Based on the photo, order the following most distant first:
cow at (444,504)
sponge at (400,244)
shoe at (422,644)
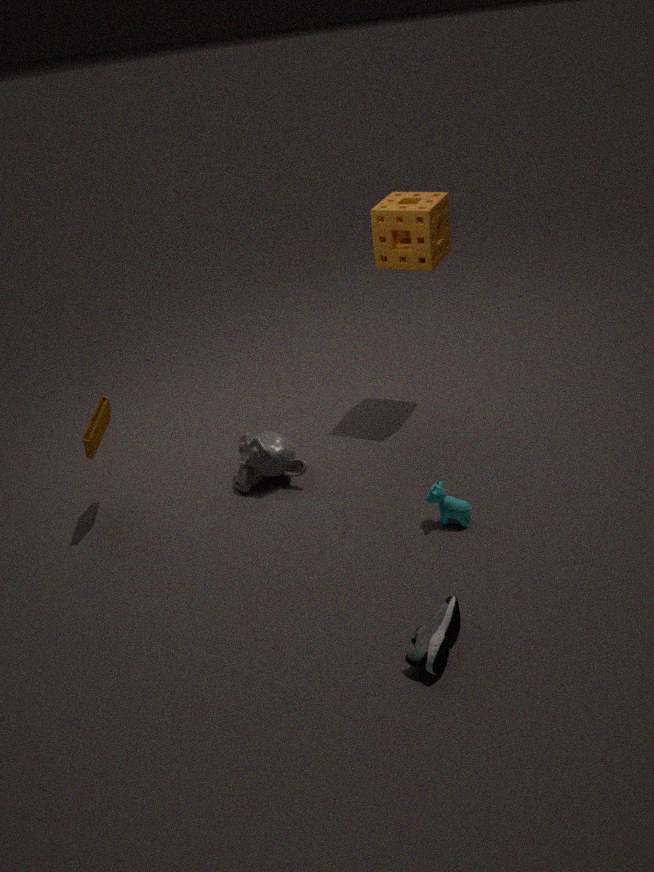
sponge at (400,244), cow at (444,504), shoe at (422,644)
